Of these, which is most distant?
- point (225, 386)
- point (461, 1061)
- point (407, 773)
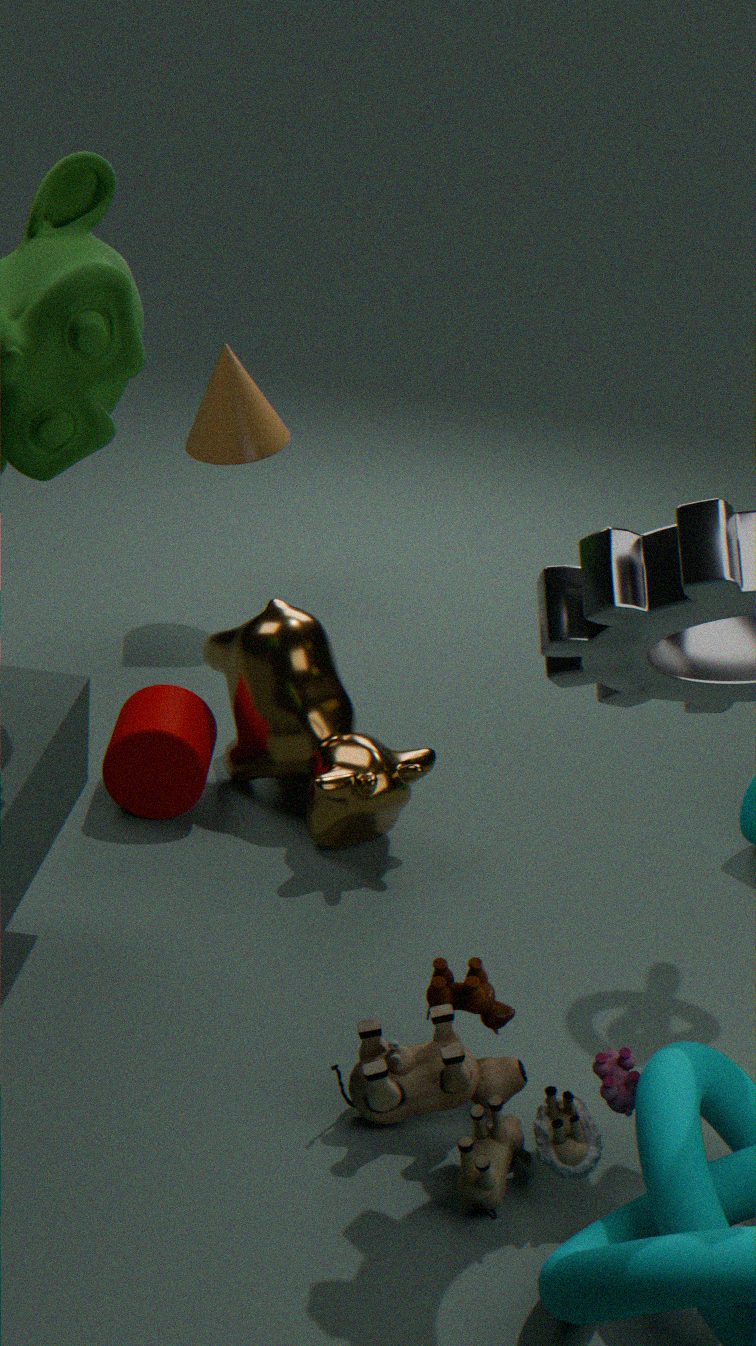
point (225, 386)
